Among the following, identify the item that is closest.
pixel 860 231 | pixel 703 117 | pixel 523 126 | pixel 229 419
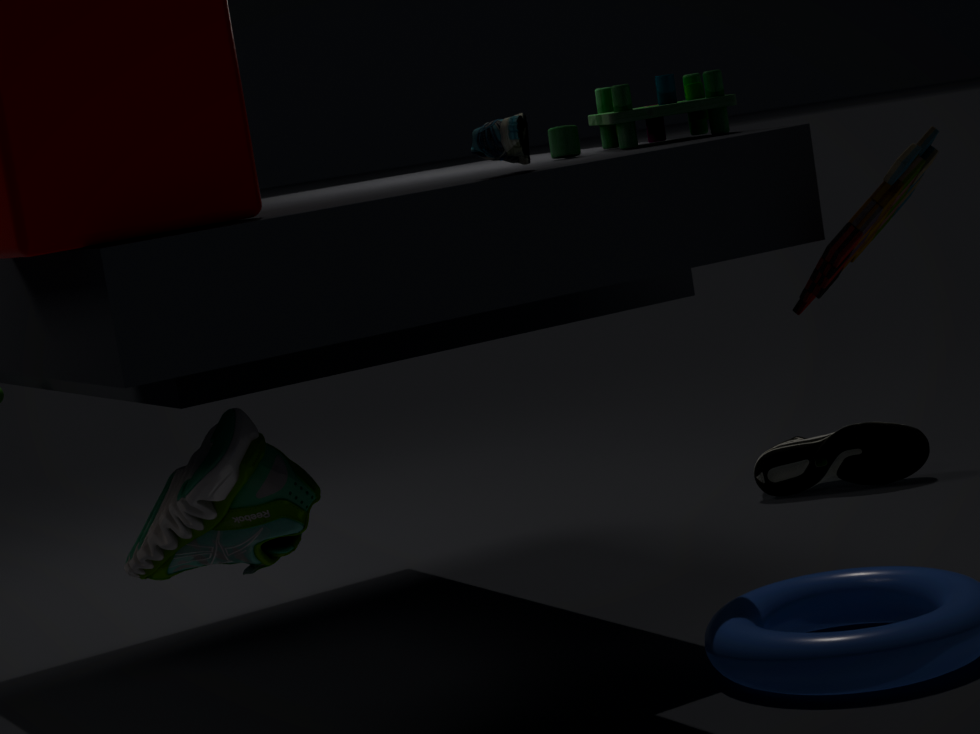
pixel 523 126
